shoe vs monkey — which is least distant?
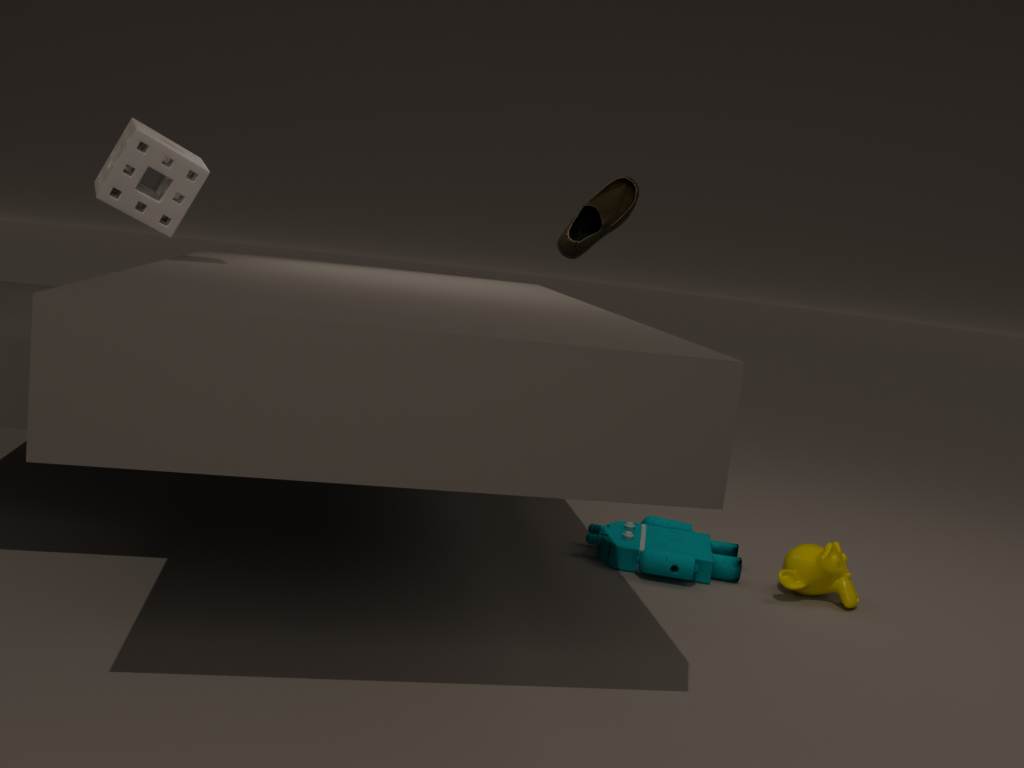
monkey
